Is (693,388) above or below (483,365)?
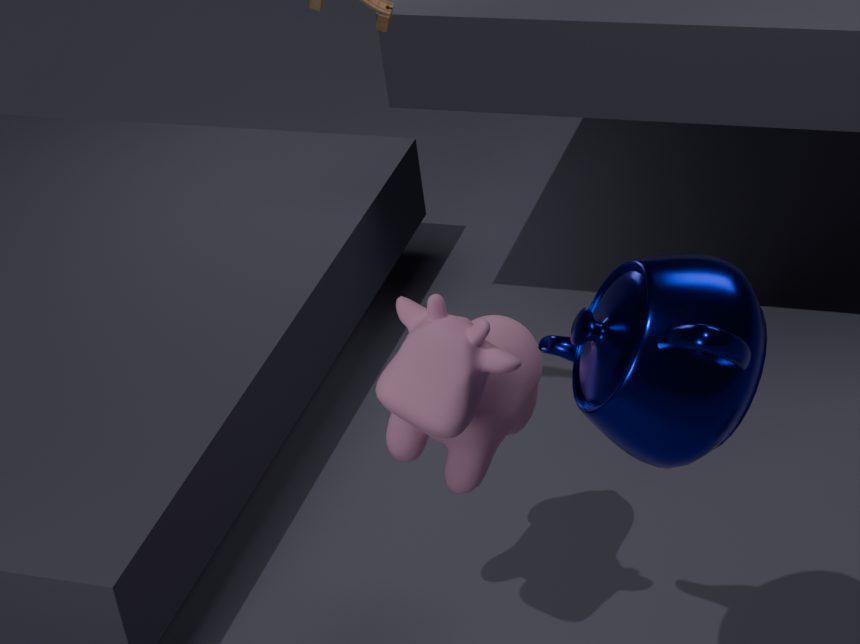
above
